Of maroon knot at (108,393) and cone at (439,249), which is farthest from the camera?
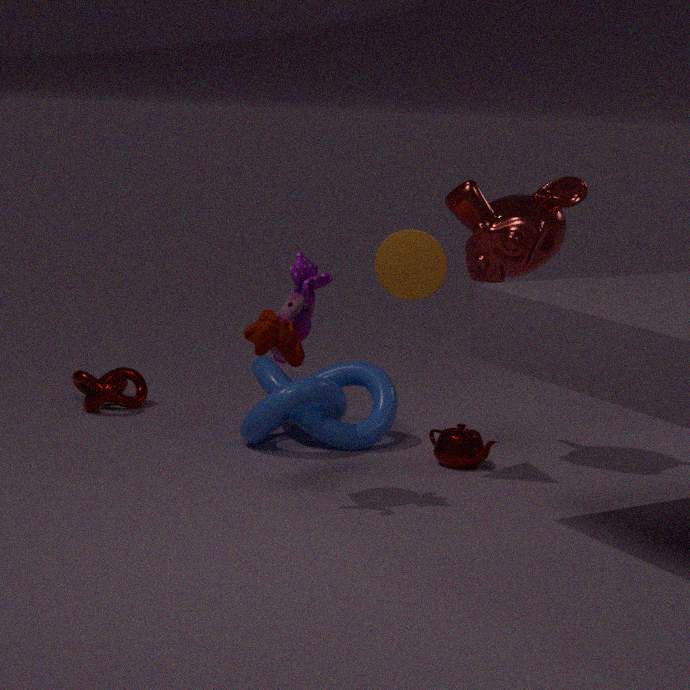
maroon knot at (108,393)
